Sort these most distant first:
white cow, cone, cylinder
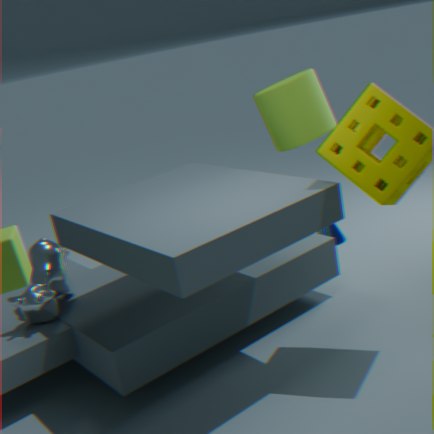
cone < cylinder < white cow
